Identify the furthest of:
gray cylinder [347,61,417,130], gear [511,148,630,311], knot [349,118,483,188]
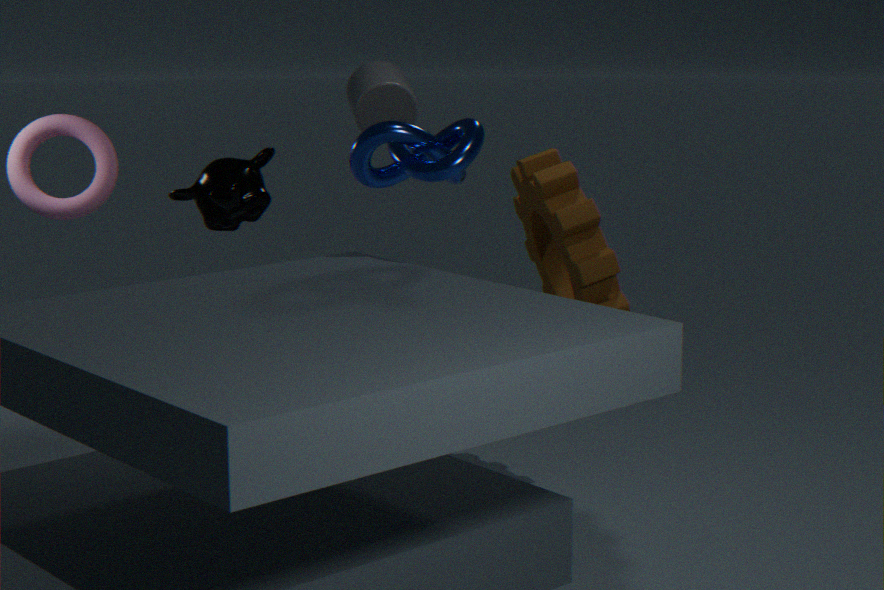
gray cylinder [347,61,417,130]
